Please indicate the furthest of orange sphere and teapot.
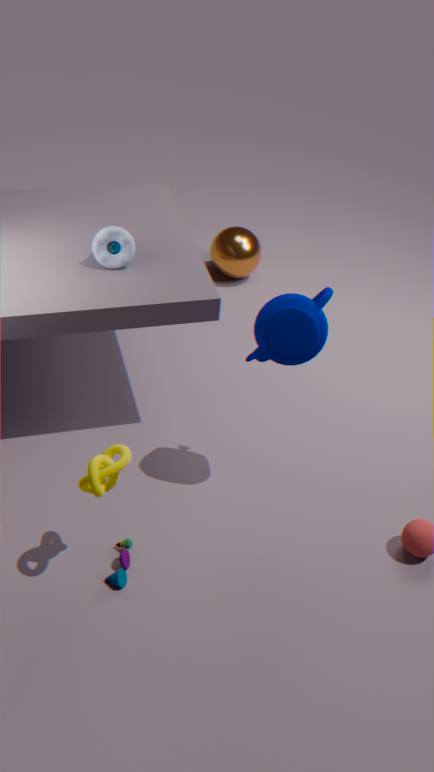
orange sphere
